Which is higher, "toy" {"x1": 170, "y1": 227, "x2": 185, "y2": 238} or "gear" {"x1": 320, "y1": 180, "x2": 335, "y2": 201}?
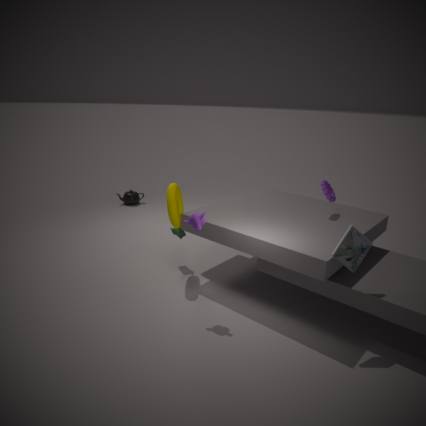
"gear" {"x1": 320, "y1": 180, "x2": 335, "y2": 201}
